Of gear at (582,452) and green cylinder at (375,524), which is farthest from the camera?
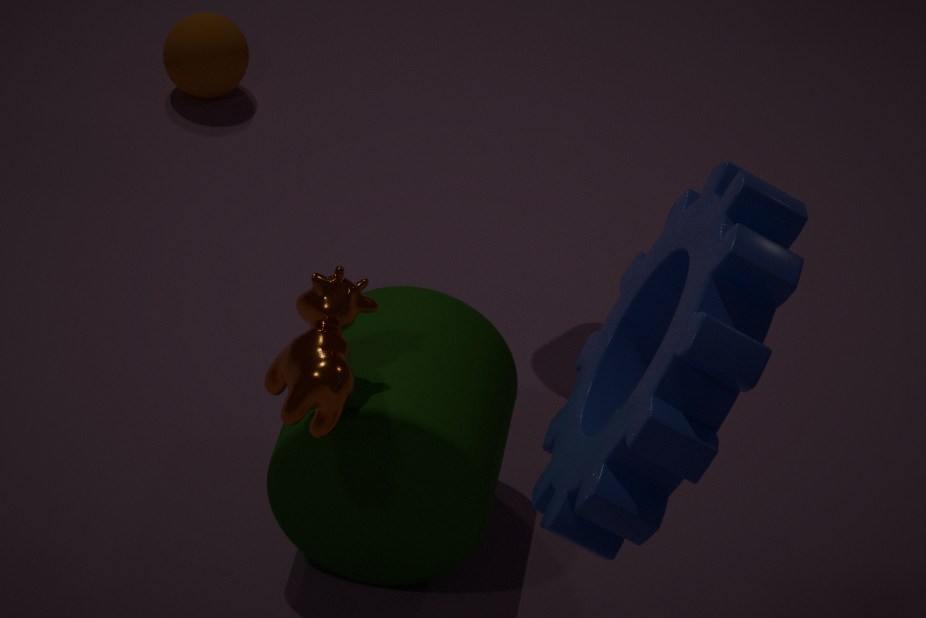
green cylinder at (375,524)
